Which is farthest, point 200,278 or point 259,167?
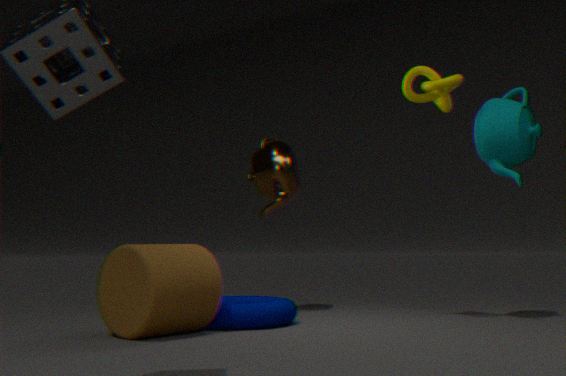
point 259,167
